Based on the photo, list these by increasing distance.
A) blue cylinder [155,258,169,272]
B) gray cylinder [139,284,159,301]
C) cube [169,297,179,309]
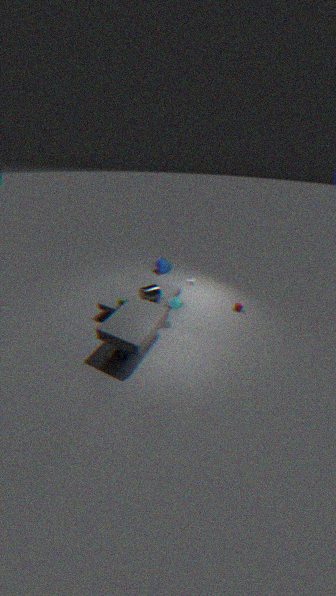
cube [169,297,179,309], gray cylinder [139,284,159,301], blue cylinder [155,258,169,272]
